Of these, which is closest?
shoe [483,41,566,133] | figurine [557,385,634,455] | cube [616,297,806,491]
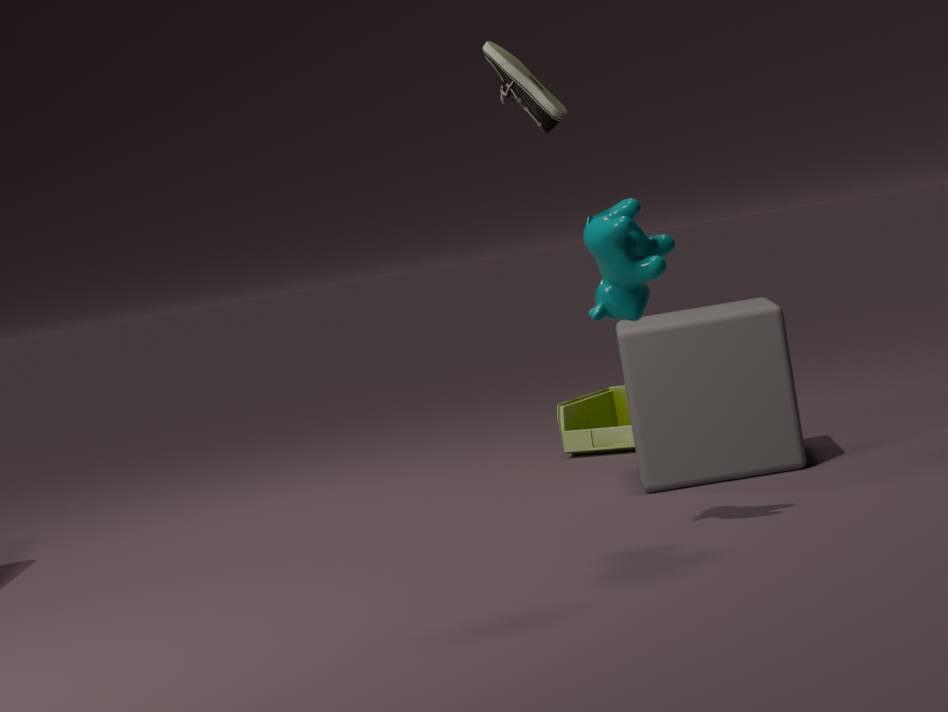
shoe [483,41,566,133]
